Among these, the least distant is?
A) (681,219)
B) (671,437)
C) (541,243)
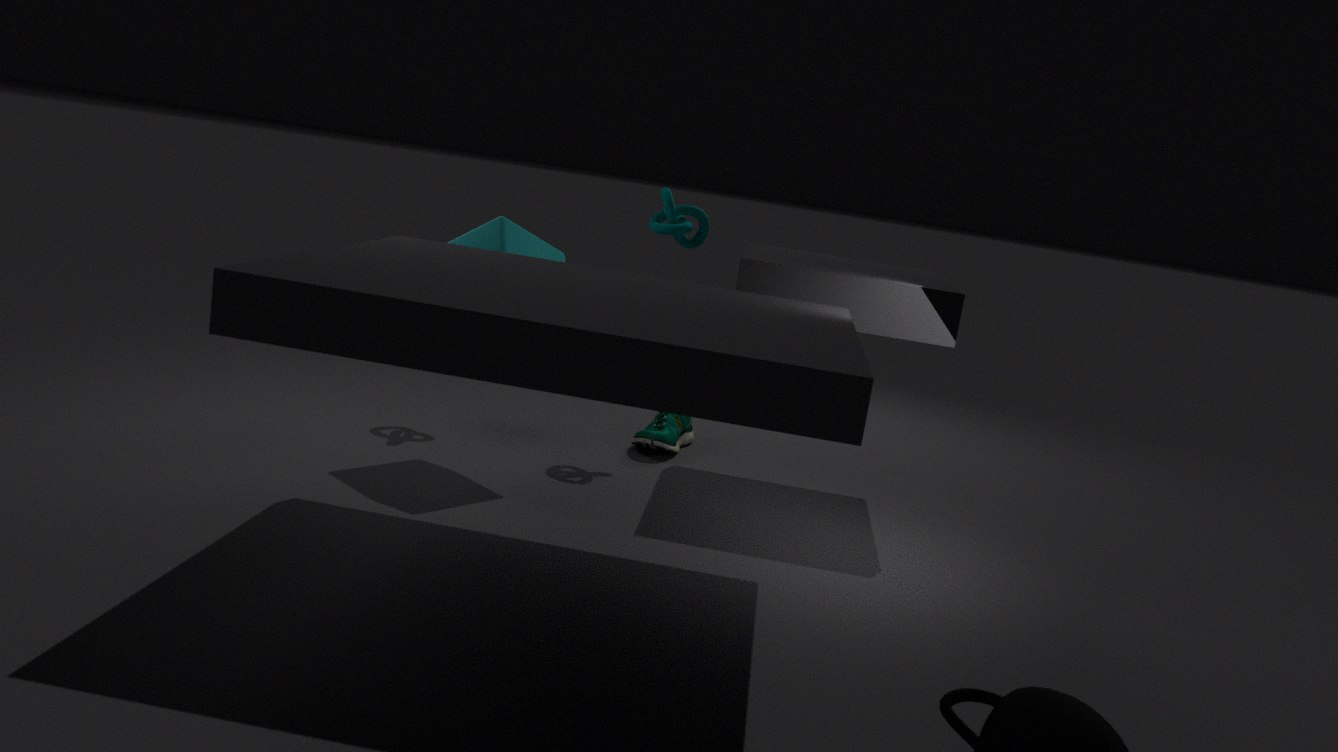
(541,243)
